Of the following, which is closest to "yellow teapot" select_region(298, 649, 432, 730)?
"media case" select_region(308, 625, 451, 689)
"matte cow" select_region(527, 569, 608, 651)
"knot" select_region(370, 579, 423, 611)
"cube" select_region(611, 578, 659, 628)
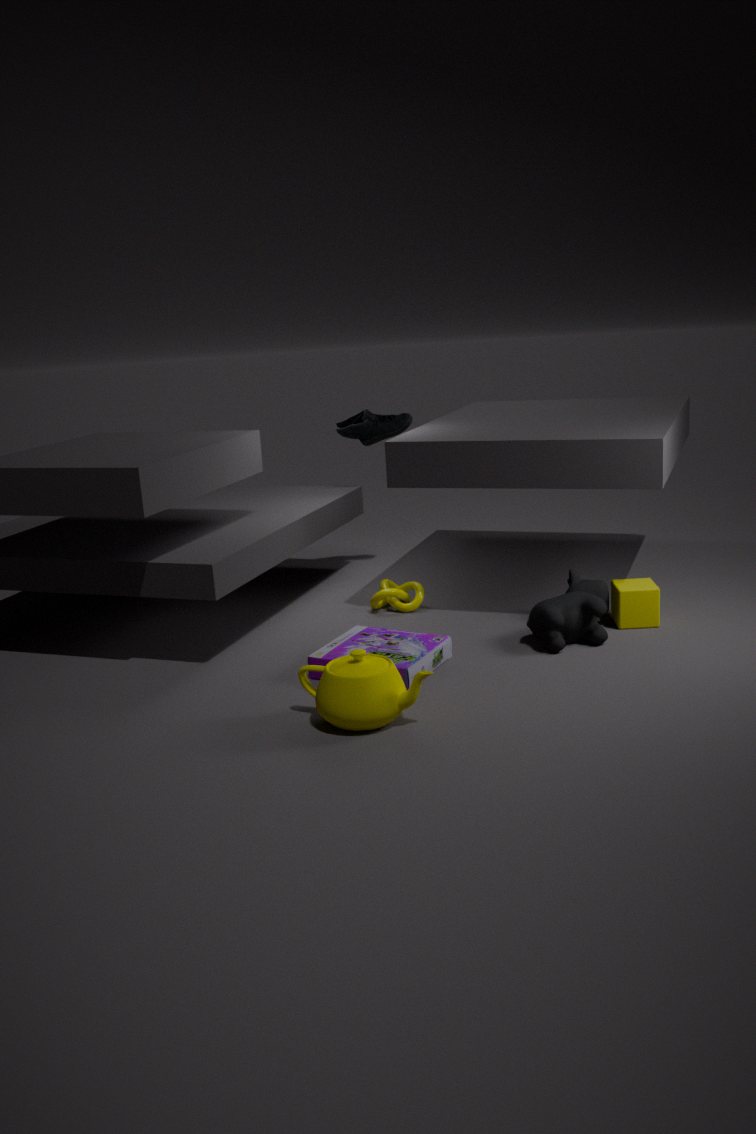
"media case" select_region(308, 625, 451, 689)
